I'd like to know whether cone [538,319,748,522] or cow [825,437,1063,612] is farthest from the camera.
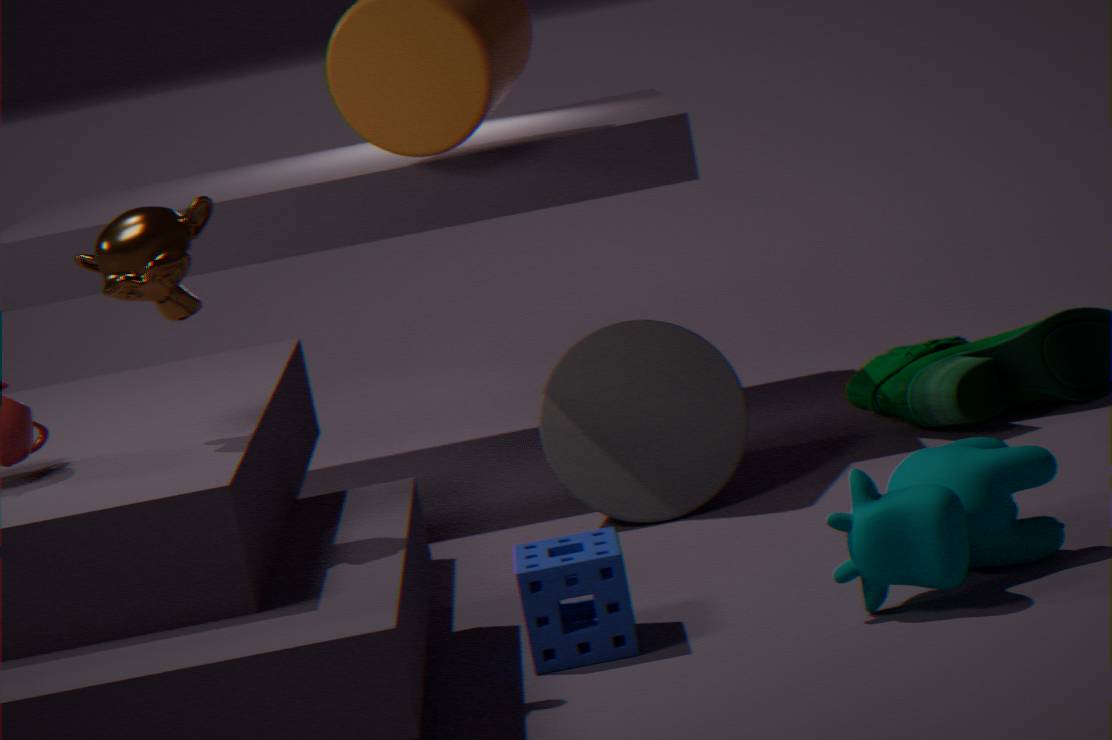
cone [538,319,748,522]
